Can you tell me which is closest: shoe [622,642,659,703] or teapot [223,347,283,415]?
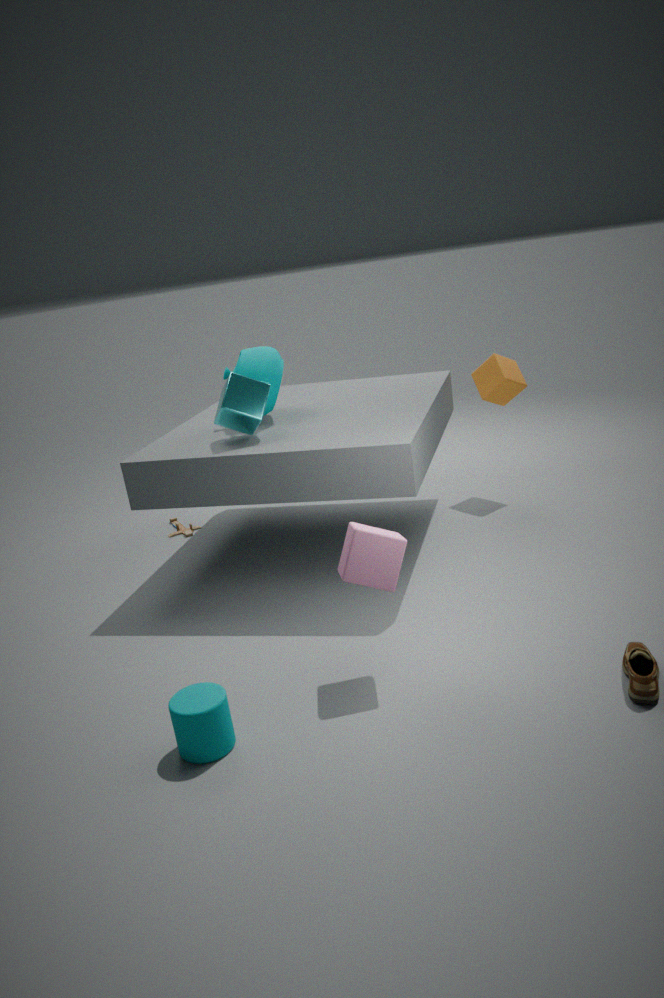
shoe [622,642,659,703]
